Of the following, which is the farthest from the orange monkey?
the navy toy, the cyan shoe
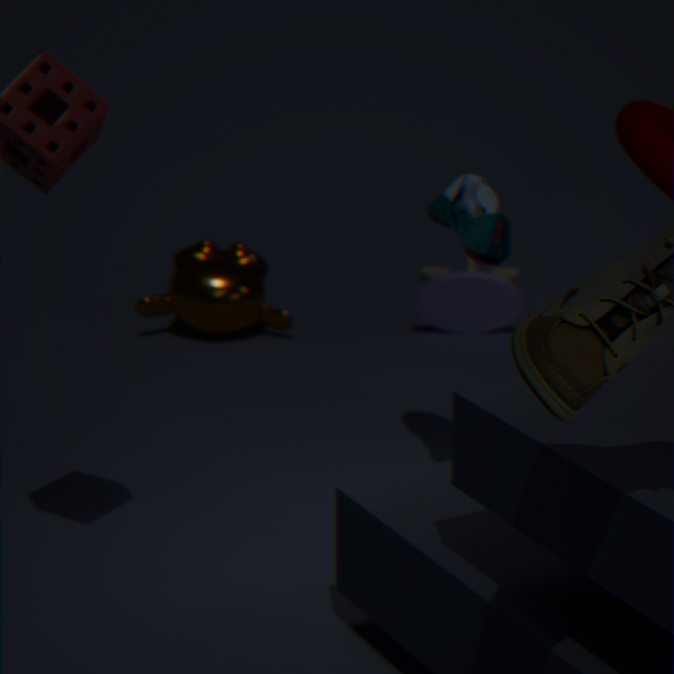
the cyan shoe
